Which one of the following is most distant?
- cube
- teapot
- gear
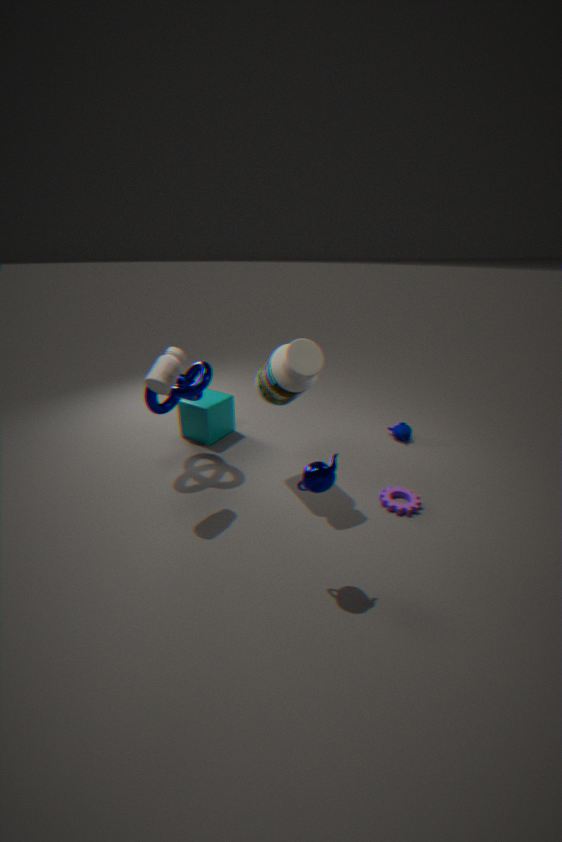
cube
